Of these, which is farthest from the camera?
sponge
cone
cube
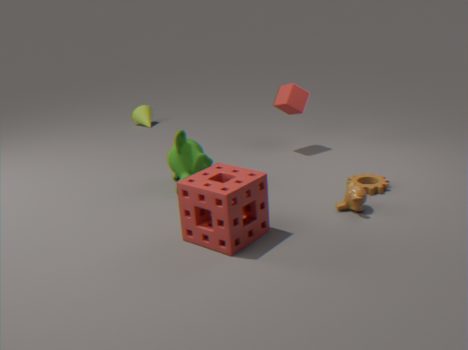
cone
